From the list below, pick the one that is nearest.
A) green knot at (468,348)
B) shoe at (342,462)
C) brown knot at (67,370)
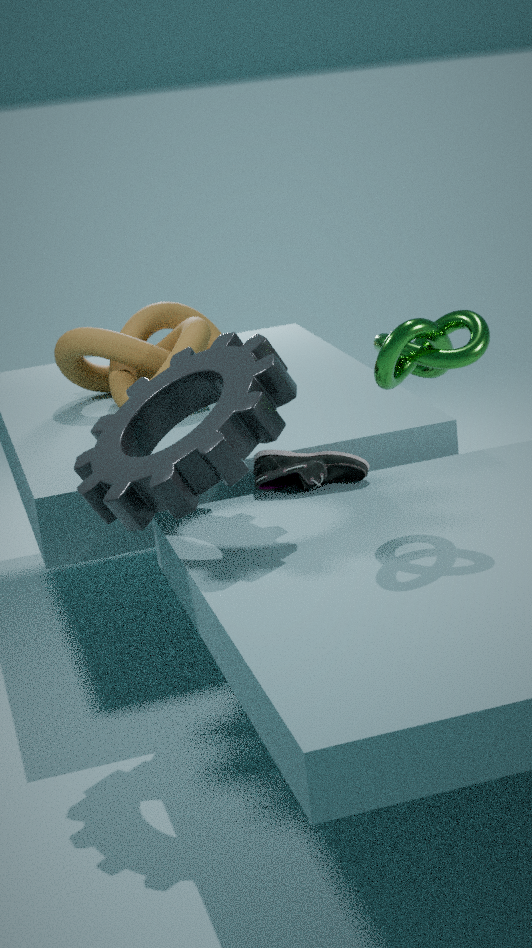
green knot at (468,348)
